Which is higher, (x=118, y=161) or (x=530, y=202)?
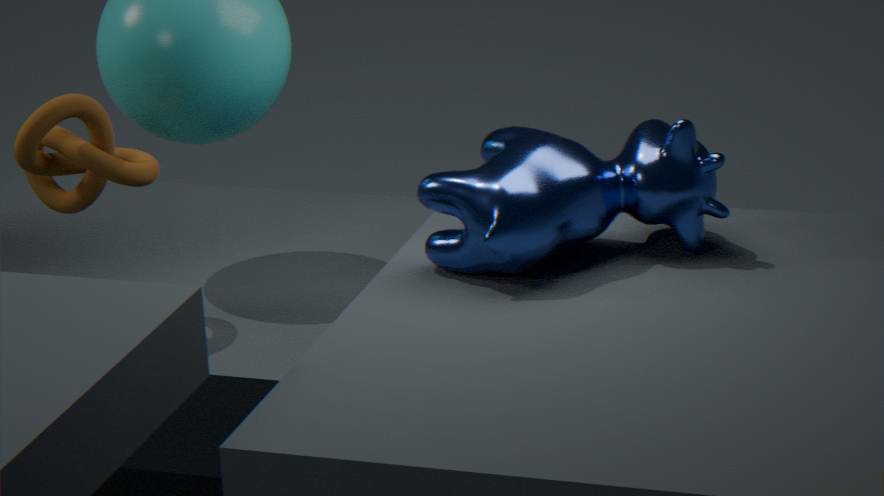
(x=118, y=161)
